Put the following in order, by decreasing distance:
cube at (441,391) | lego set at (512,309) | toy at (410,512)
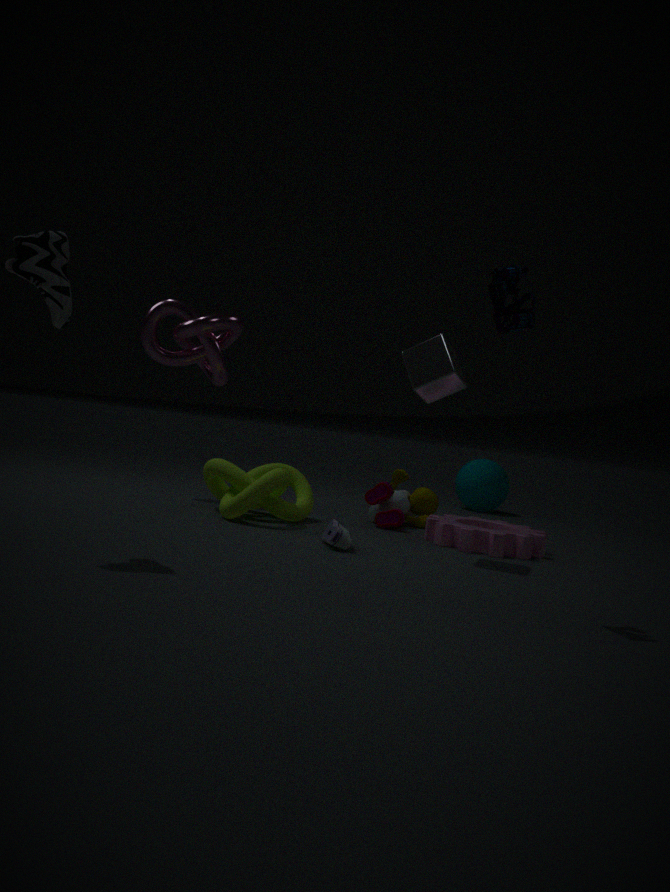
toy at (410,512)
cube at (441,391)
lego set at (512,309)
